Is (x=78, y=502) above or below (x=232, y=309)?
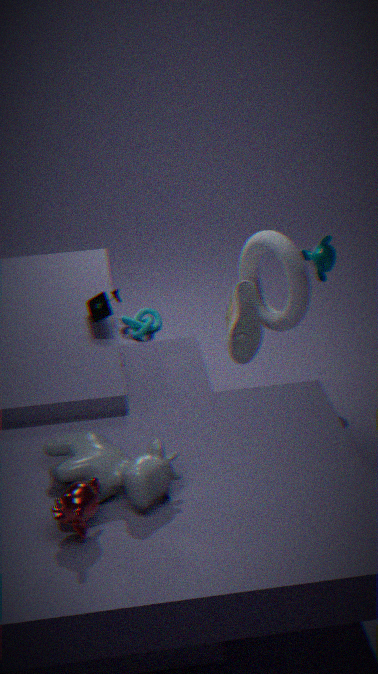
above
